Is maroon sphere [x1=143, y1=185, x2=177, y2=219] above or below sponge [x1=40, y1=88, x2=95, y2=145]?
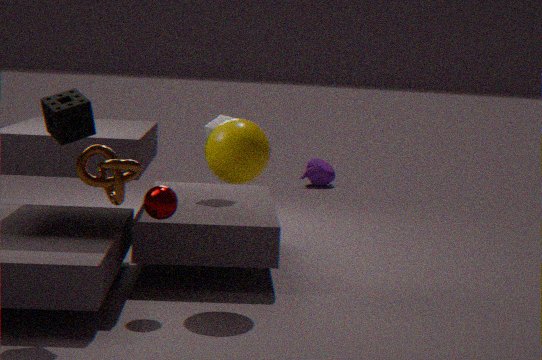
below
